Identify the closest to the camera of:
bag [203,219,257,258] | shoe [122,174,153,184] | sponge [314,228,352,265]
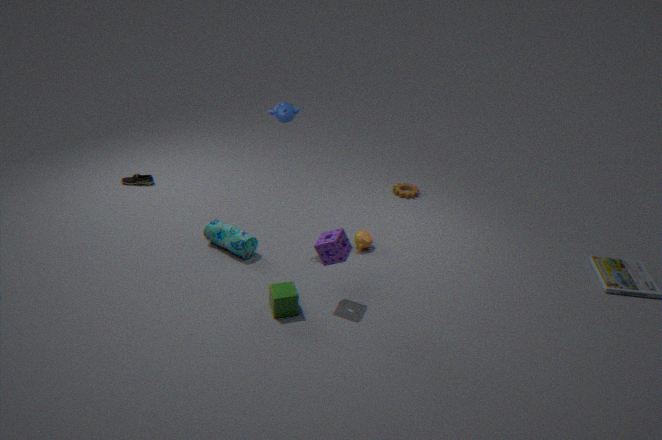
sponge [314,228,352,265]
